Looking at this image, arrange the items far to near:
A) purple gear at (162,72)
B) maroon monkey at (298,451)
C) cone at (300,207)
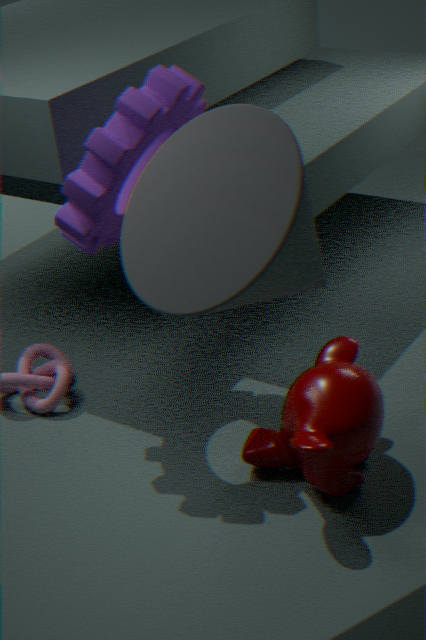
purple gear at (162,72), maroon monkey at (298,451), cone at (300,207)
